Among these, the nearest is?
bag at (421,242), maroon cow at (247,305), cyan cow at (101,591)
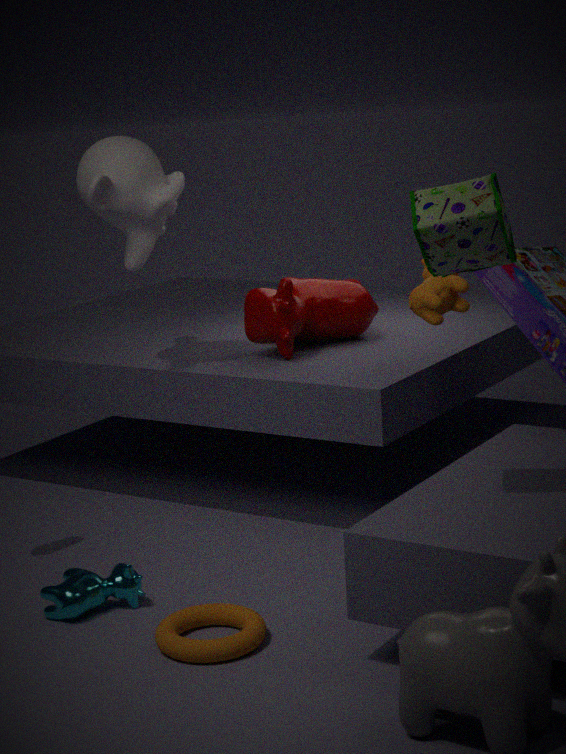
bag at (421,242)
